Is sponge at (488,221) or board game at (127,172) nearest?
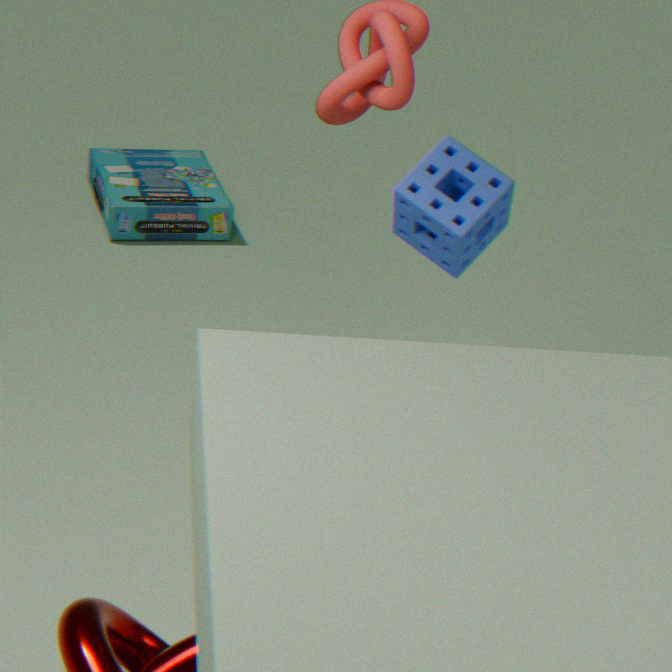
sponge at (488,221)
